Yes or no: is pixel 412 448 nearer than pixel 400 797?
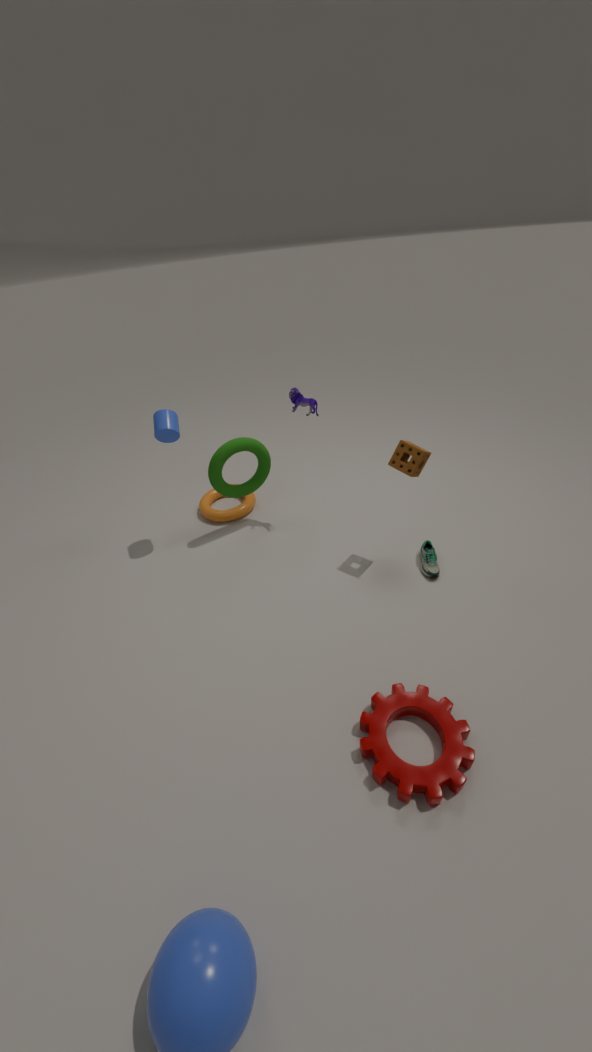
No
